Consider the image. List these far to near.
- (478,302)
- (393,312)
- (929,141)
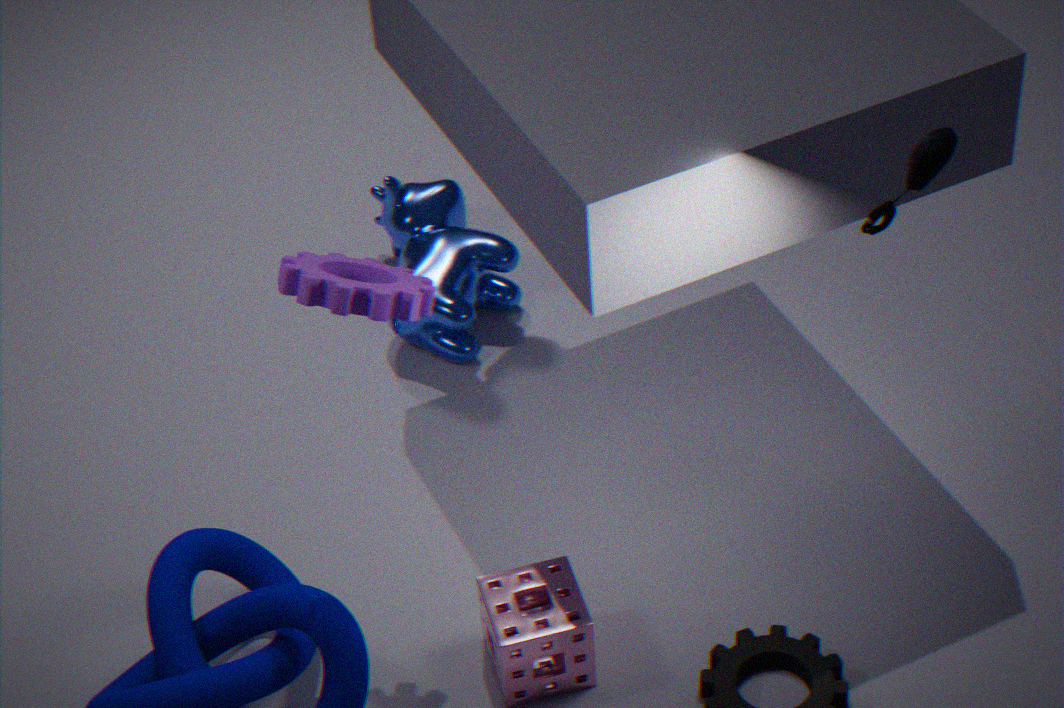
1. (478,302)
2. (393,312)
3. (929,141)
